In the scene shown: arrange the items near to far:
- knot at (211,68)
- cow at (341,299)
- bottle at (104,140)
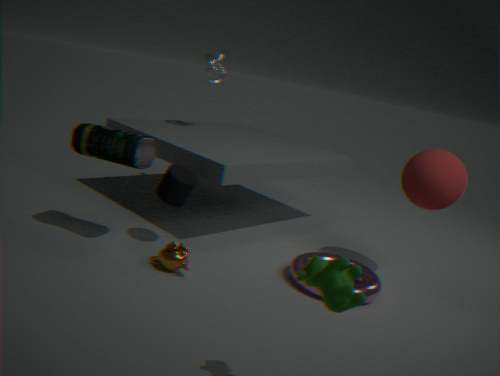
cow at (341,299), bottle at (104,140), knot at (211,68)
